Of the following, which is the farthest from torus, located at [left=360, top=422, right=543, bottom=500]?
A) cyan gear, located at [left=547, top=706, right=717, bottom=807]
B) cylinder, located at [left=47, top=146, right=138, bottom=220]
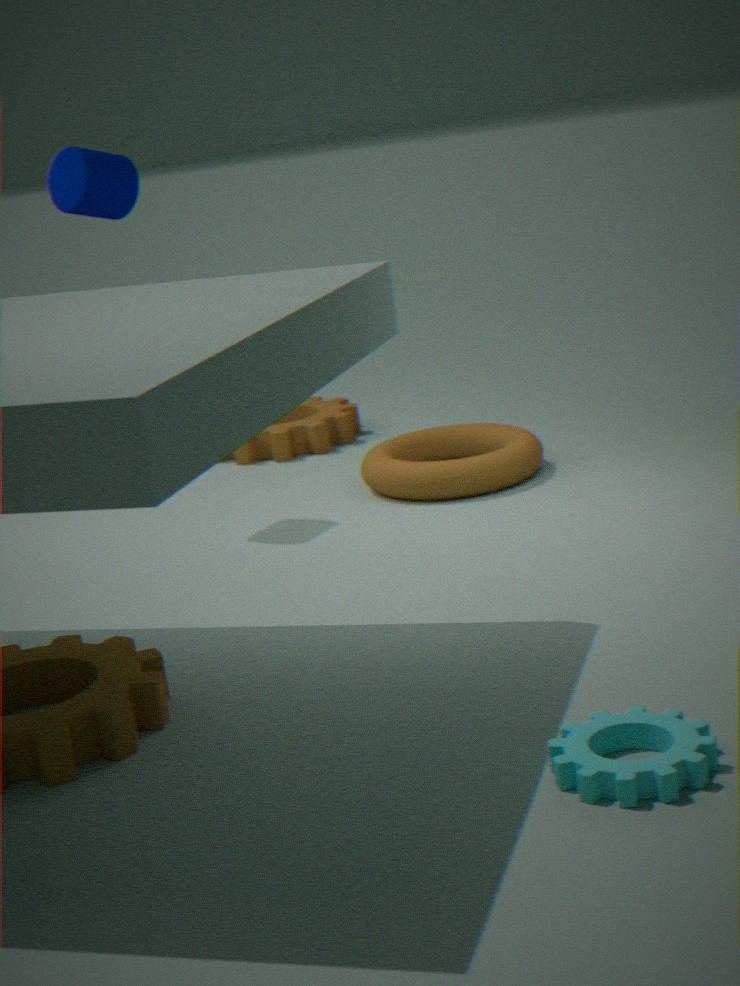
cyan gear, located at [left=547, top=706, right=717, bottom=807]
